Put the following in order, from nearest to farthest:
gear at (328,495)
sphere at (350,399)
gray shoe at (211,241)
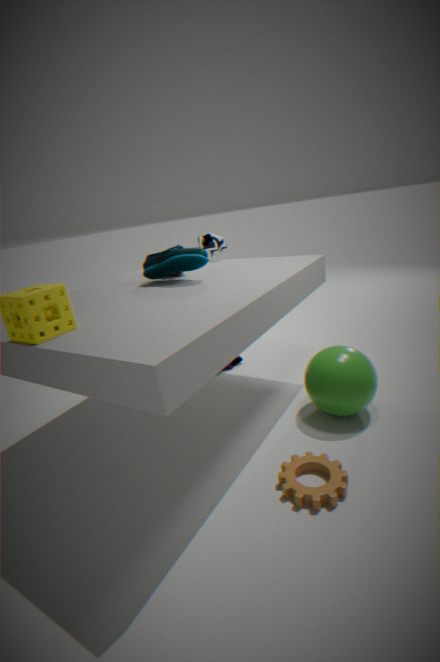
gear at (328,495) < sphere at (350,399) < gray shoe at (211,241)
